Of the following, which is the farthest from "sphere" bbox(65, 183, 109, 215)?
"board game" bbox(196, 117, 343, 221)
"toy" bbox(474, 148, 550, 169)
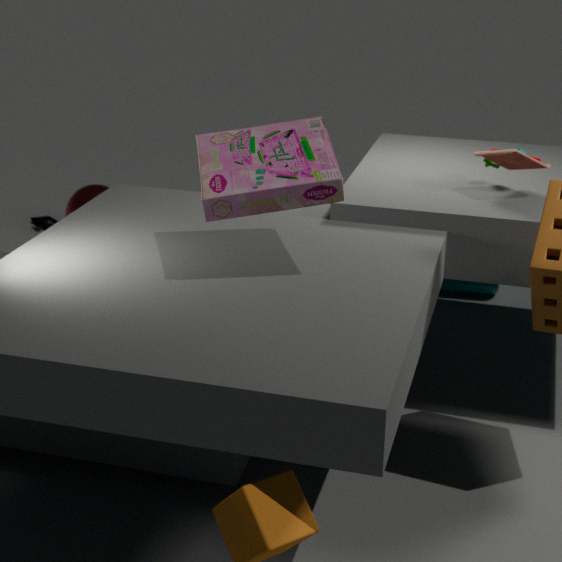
"toy" bbox(474, 148, 550, 169)
